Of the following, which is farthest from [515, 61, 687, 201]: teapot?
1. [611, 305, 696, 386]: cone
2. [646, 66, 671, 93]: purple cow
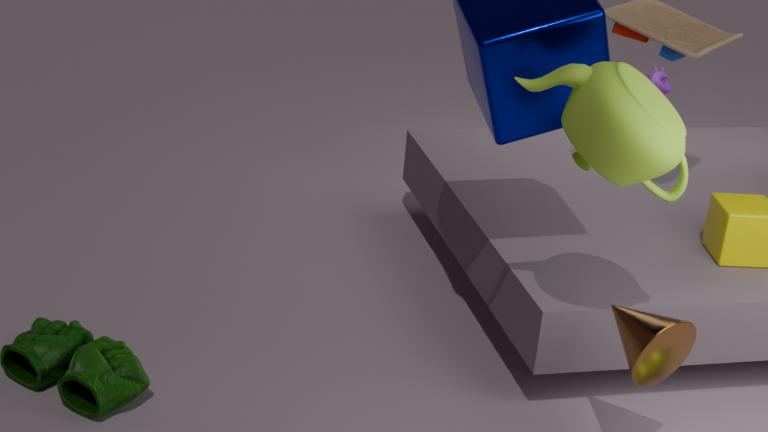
[646, 66, 671, 93]: purple cow
